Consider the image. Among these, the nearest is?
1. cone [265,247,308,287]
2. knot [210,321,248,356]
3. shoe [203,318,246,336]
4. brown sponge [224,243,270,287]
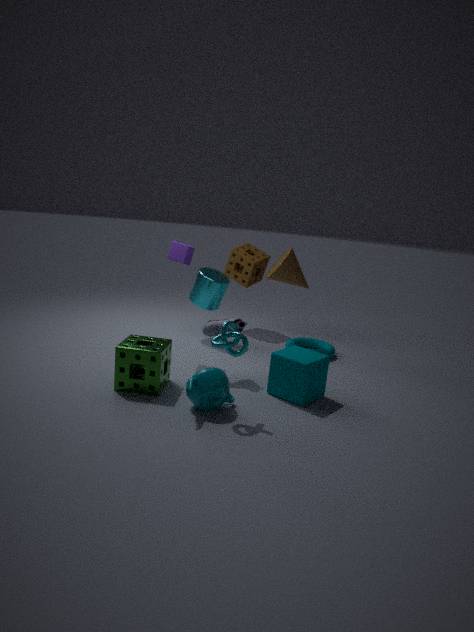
knot [210,321,248,356]
